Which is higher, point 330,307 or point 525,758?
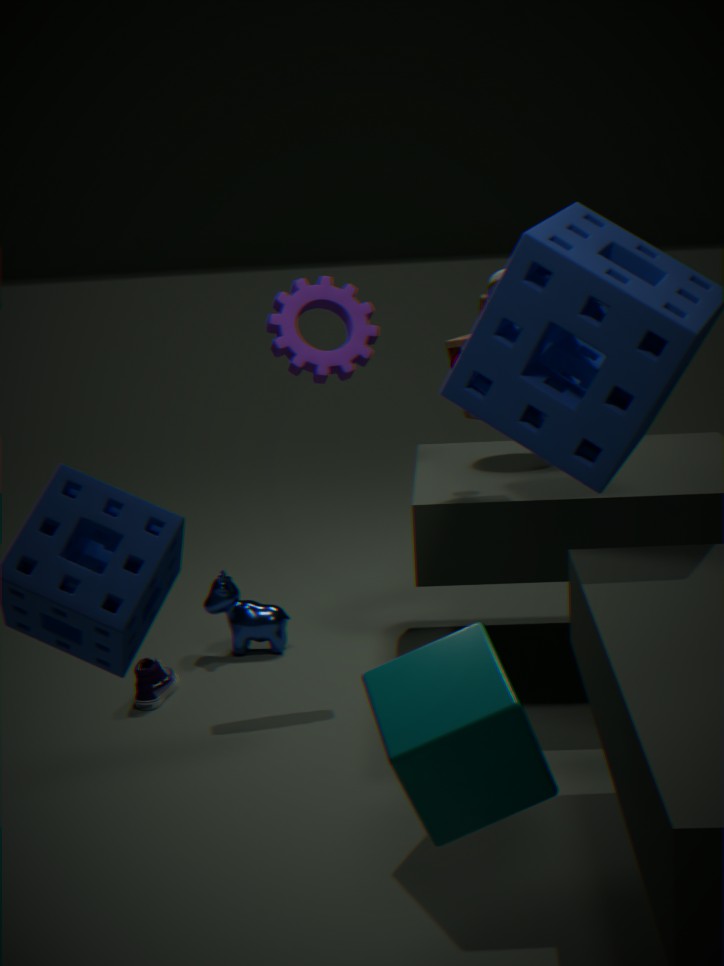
point 330,307
